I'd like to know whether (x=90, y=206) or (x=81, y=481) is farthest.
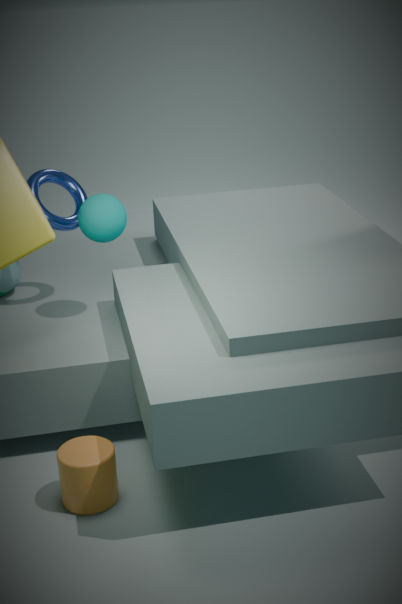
(x=90, y=206)
